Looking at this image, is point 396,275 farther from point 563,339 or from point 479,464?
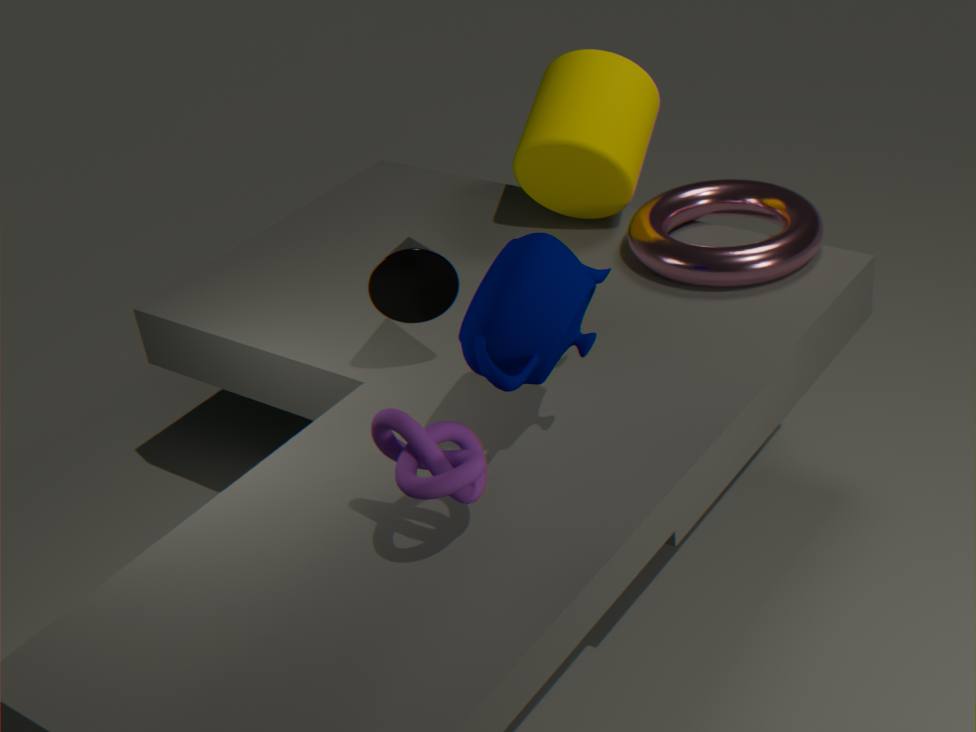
point 479,464
